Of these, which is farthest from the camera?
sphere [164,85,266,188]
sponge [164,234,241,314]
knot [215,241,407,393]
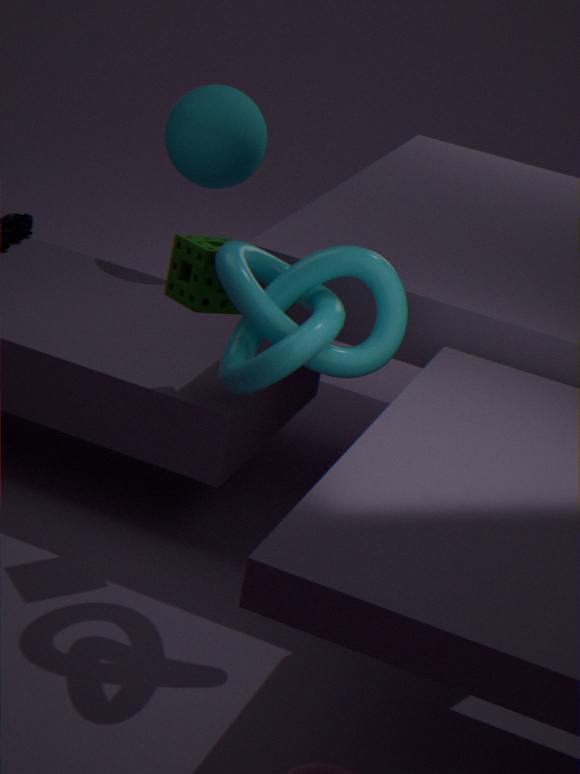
sphere [164,85,266,188]
